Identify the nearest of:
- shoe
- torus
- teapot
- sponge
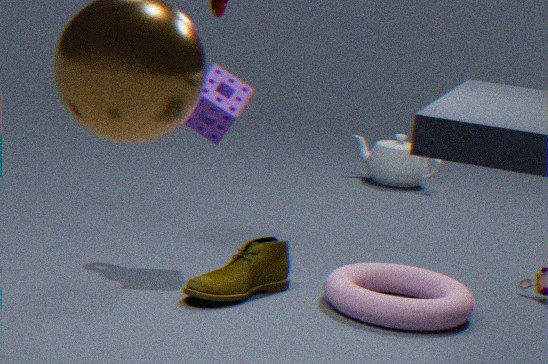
torus
